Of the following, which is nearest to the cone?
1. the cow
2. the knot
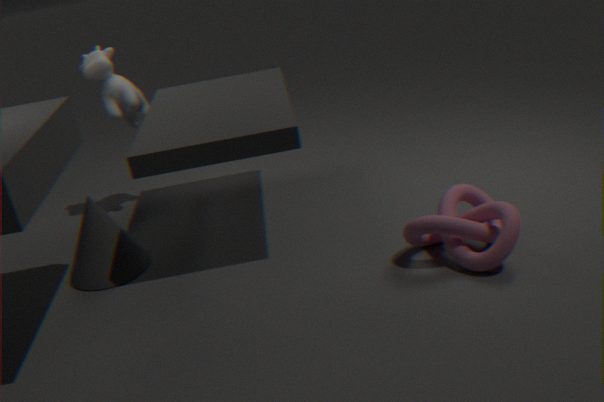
the cow
